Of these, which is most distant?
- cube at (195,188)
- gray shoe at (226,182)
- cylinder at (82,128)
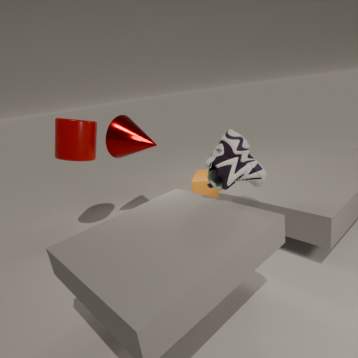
cube at (195,188)
